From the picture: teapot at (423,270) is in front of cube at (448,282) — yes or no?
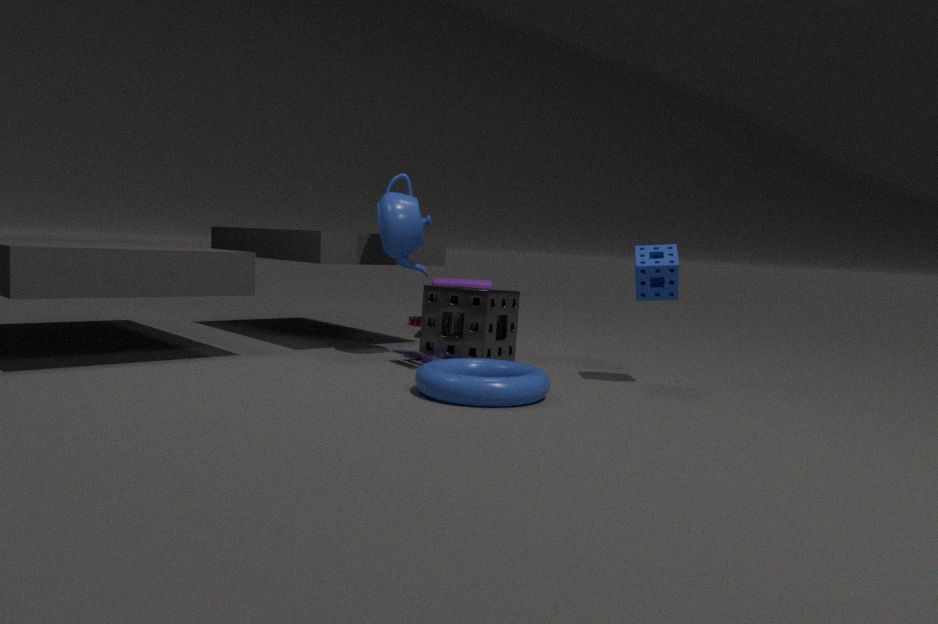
Yes
